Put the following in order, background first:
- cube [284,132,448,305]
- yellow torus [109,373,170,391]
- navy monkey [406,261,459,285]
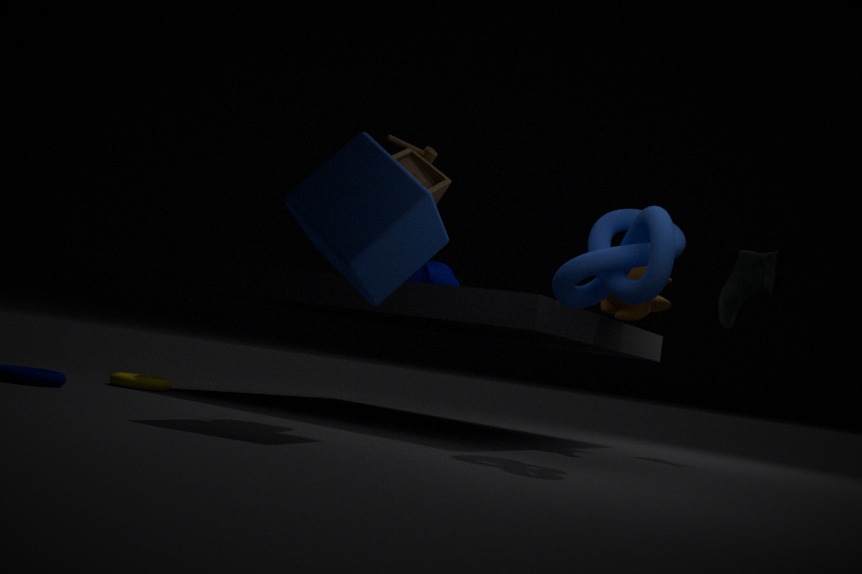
navy monkey [406,261,459,285] < yellow torus [109,373,170,391] < cube [284,132,448,305]
